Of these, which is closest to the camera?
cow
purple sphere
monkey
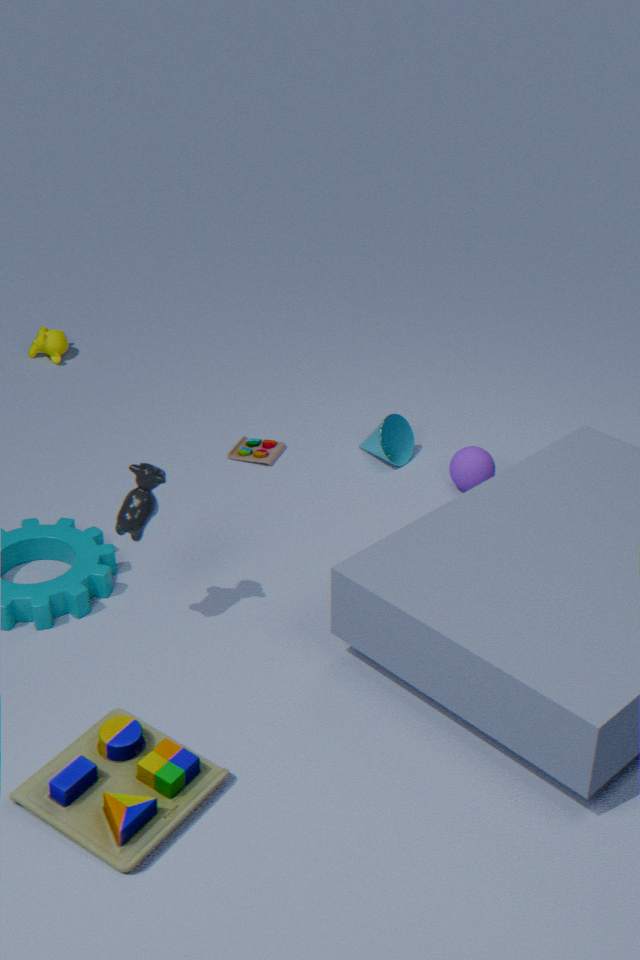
cow
